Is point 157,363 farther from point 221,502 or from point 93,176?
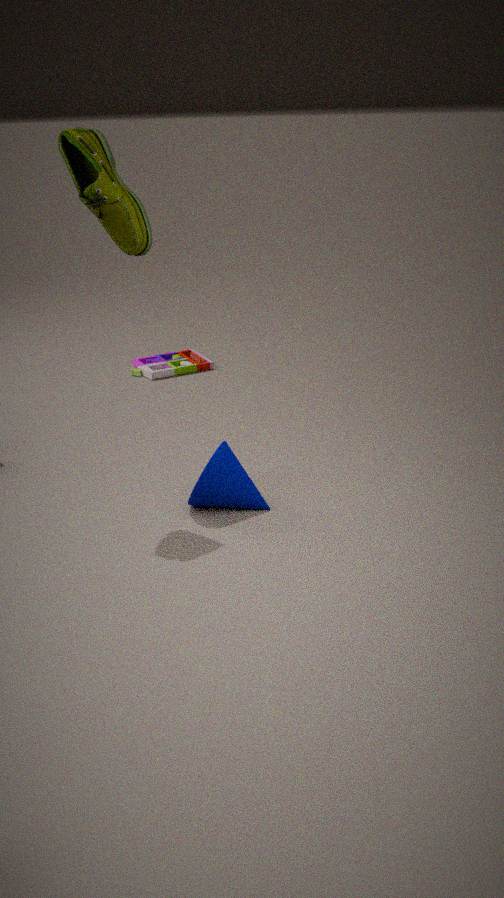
point 93,176
